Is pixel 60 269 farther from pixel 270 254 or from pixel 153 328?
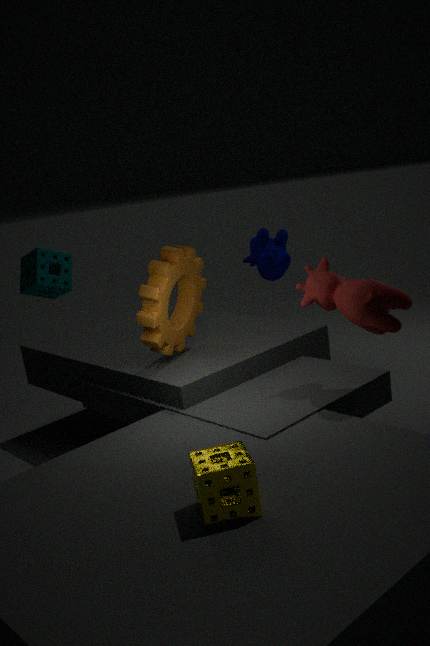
pixel 270 254
